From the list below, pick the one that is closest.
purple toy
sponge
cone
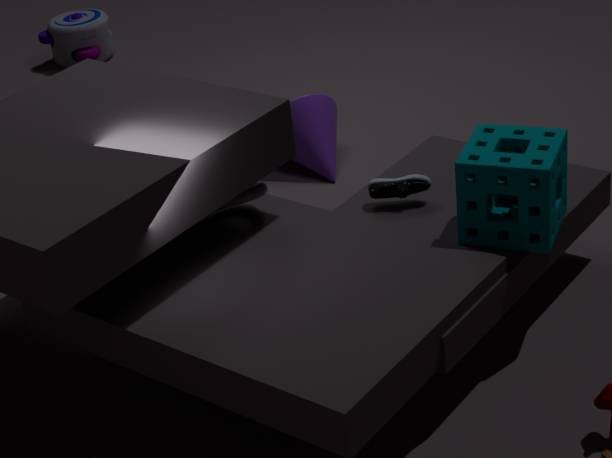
sponge
